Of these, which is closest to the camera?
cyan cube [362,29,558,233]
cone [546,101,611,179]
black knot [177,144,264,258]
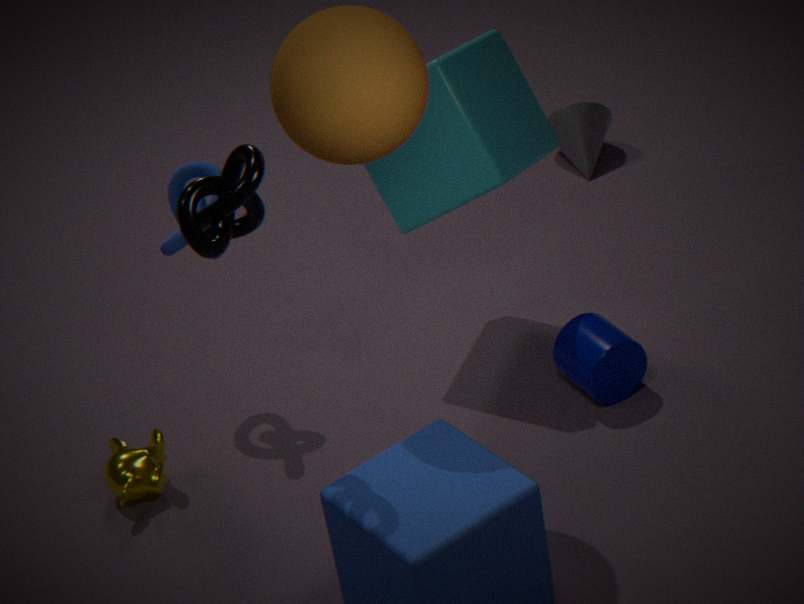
black knot [177,144,264,258]
